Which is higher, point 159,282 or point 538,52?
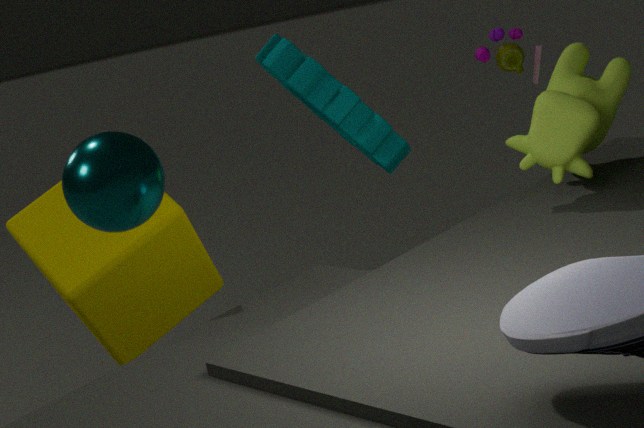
point 538,52
